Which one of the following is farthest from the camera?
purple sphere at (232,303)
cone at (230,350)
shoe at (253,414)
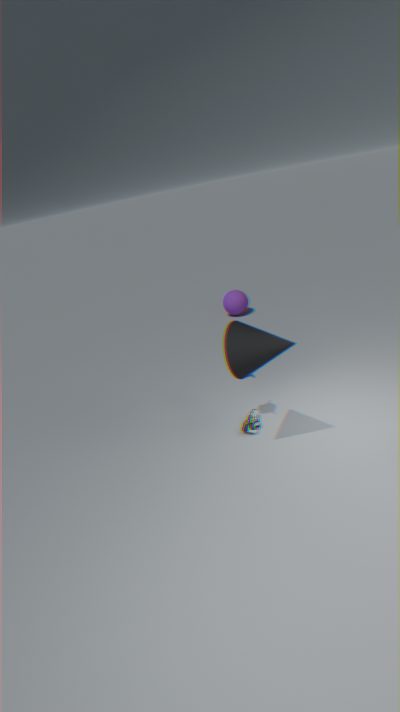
purple sphere at (232,303)
